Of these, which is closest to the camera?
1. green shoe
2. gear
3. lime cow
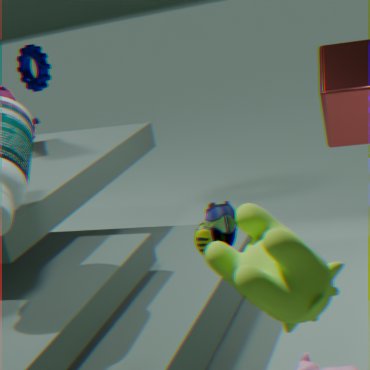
lime cow
